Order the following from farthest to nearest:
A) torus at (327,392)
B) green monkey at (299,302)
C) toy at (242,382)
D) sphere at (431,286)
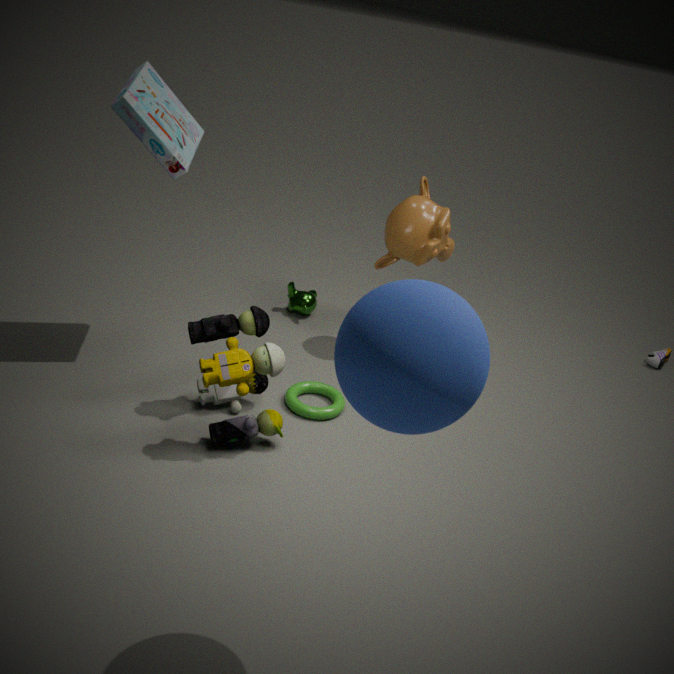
green monkey at (299,302)
torus at (327,392)
toy at (242,382)
sphere at (431,286)
